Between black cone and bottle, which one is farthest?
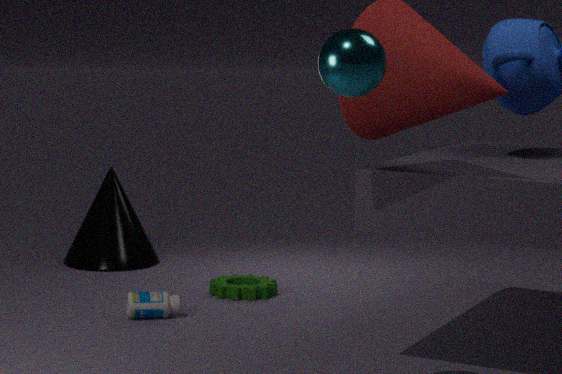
black cone
